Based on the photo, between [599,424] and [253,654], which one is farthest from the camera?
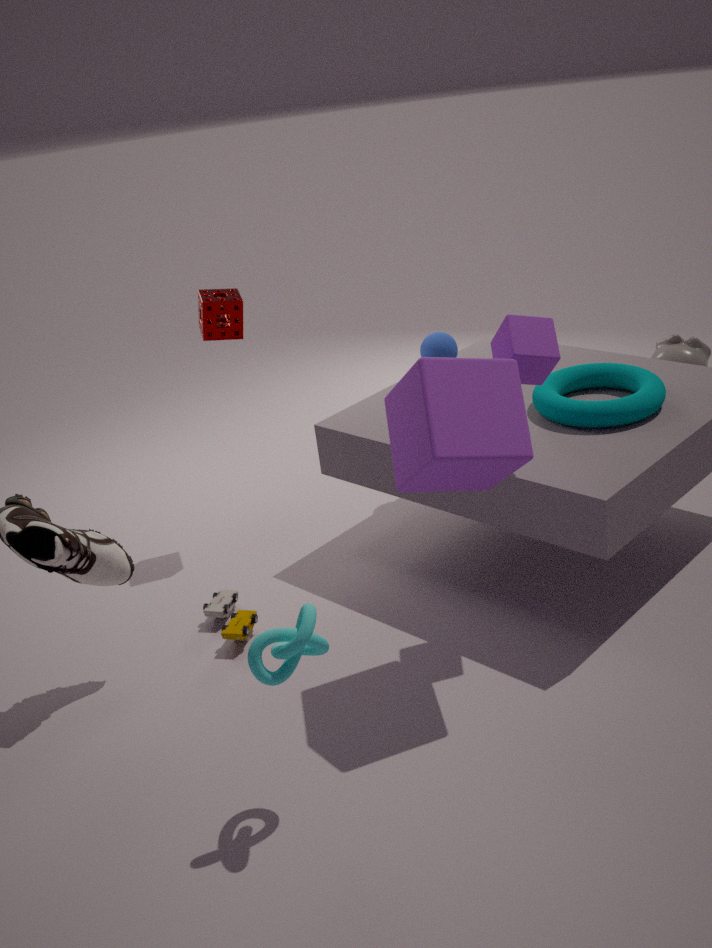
[599,424]
